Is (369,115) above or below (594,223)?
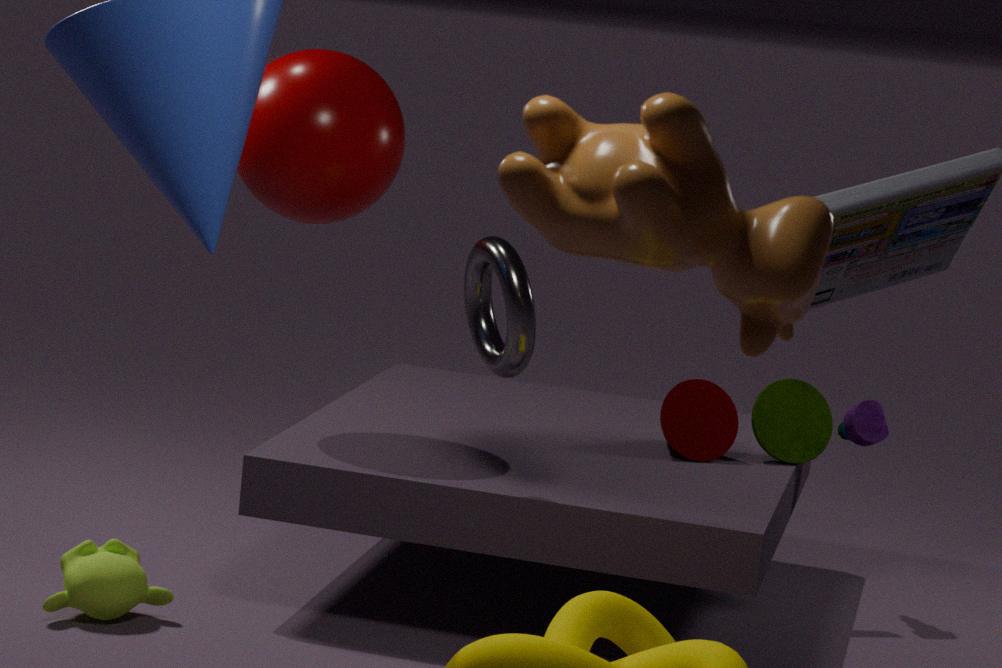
below
